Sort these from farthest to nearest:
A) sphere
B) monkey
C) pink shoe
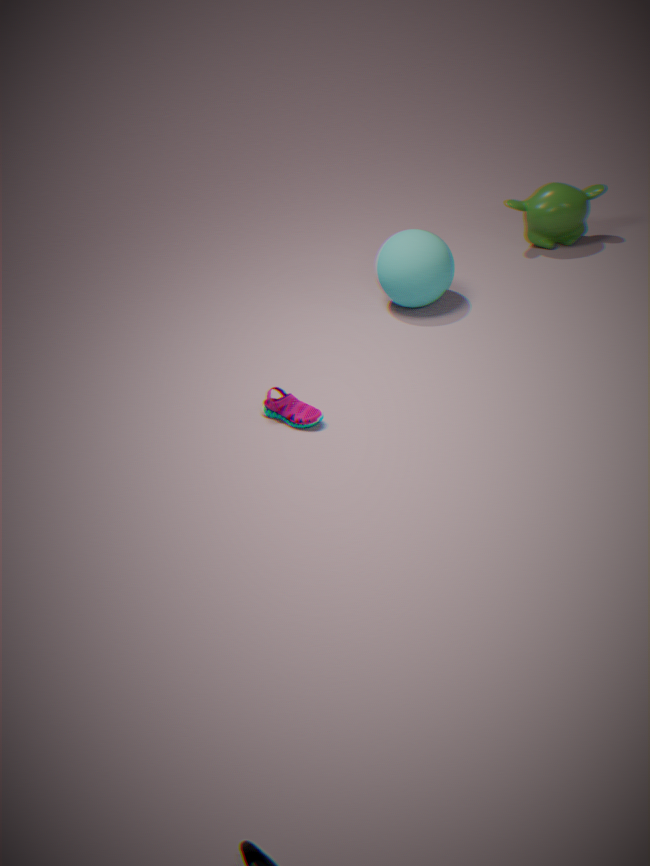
B. monkey, A. sphere, C. pink shoe
